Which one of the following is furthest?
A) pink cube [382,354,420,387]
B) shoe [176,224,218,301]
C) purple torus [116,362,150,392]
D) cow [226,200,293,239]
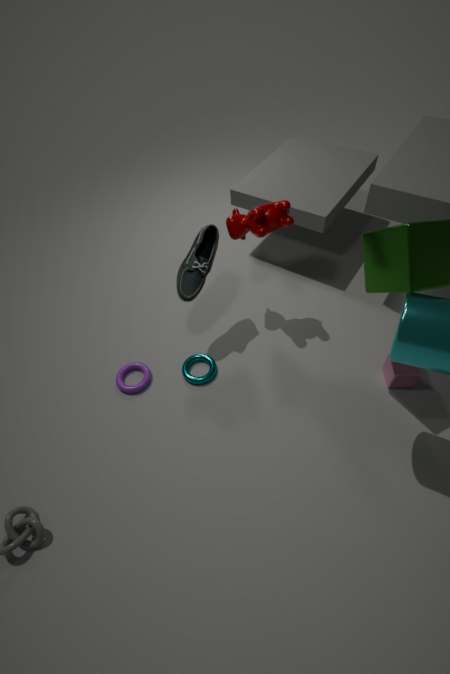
purple torus [116,362,150,392]
